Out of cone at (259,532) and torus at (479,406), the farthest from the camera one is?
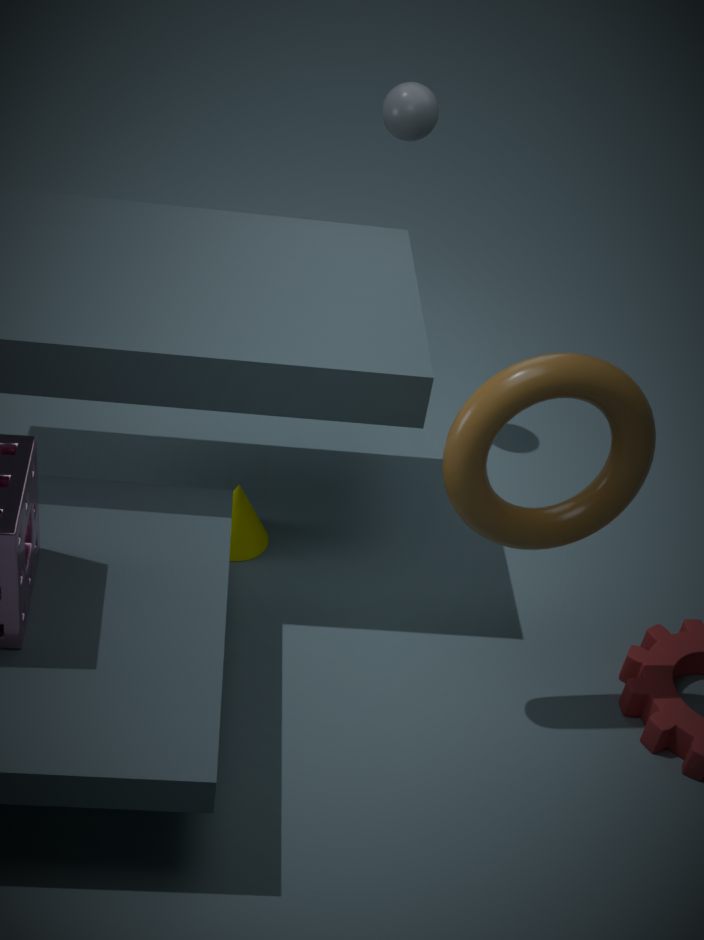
cone at (259,532)
